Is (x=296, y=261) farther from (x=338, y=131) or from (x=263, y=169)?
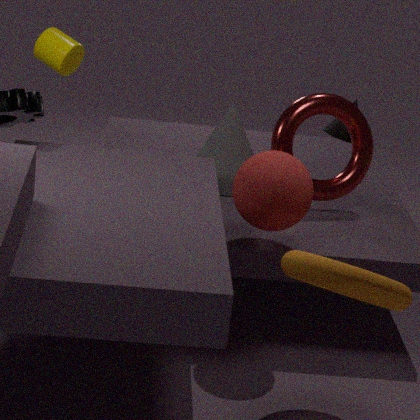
(x=338, y=131)
